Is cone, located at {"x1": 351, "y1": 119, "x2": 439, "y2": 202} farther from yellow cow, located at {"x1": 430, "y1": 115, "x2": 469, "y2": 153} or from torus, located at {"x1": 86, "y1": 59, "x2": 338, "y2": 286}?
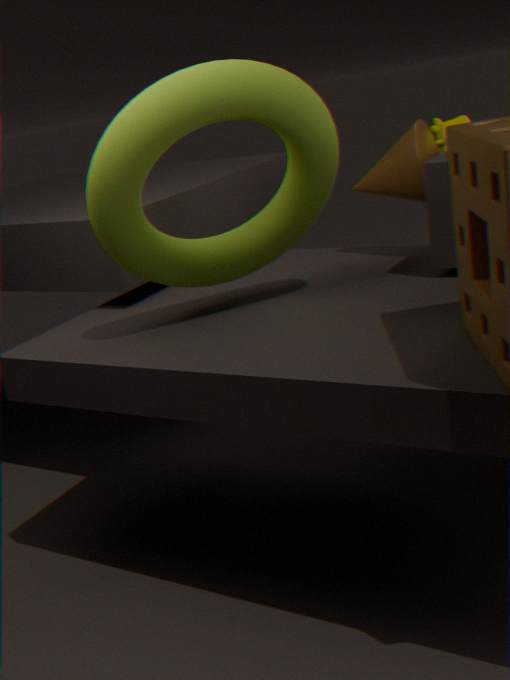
torus, located at {"x1": 86, "y1": 59, "x2": 338, "y2": 286}
